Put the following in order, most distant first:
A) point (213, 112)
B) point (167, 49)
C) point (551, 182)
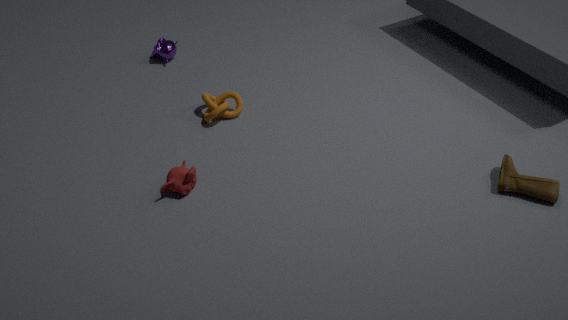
point (167, 49), point (213, 112), point (551, 182)
